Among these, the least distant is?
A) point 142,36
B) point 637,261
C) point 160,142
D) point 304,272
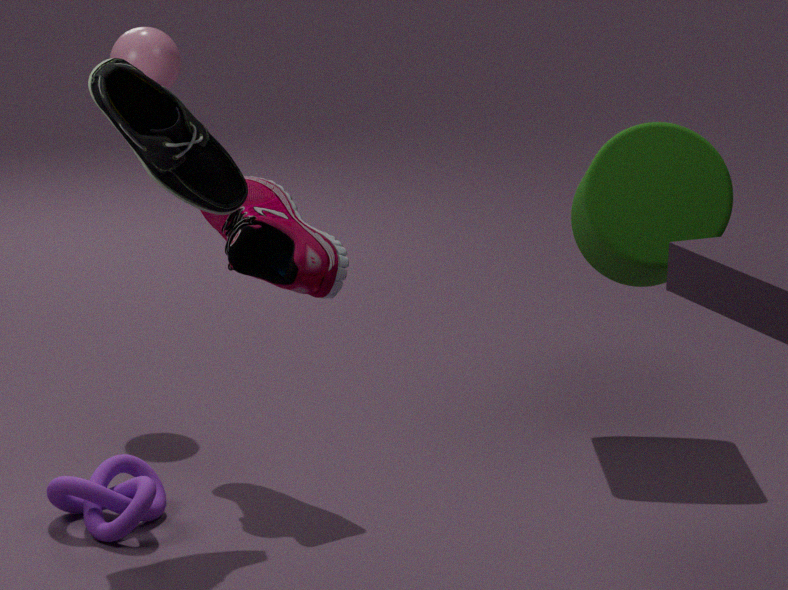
point 160,142
